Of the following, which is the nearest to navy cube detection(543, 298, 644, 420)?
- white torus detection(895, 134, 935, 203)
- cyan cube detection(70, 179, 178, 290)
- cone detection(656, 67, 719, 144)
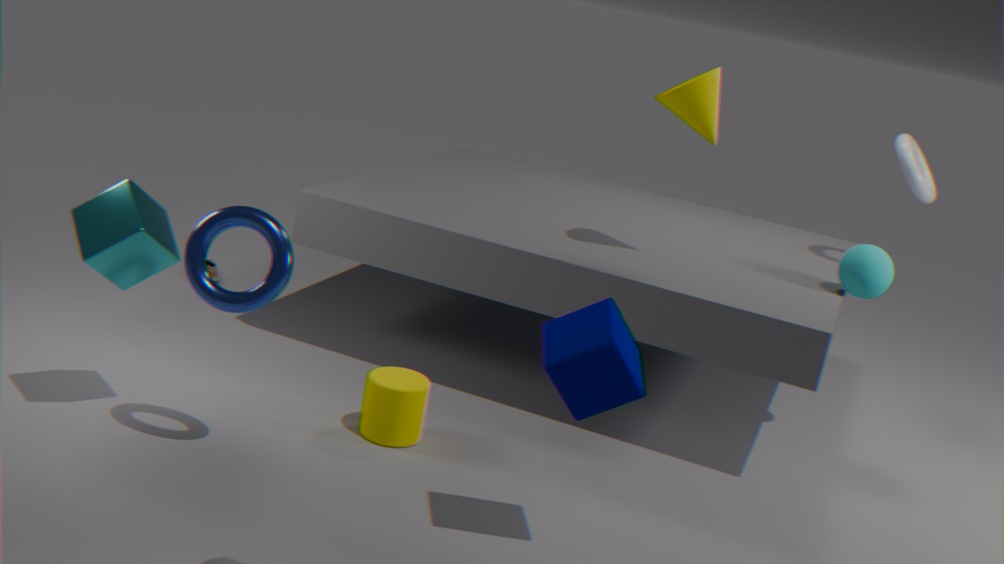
cyan cube detection(70, 179, 178, 290)
